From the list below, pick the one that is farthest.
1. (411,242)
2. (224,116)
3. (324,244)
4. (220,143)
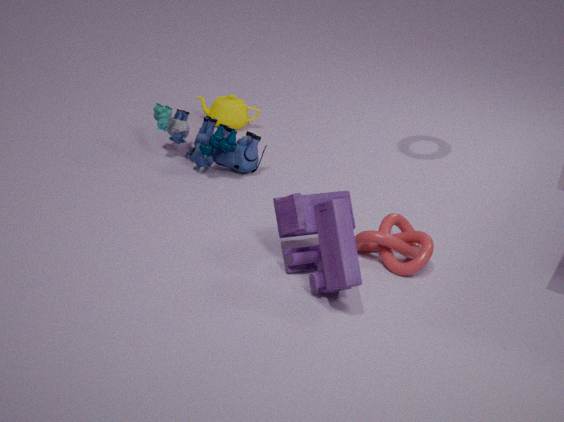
(224,116)
